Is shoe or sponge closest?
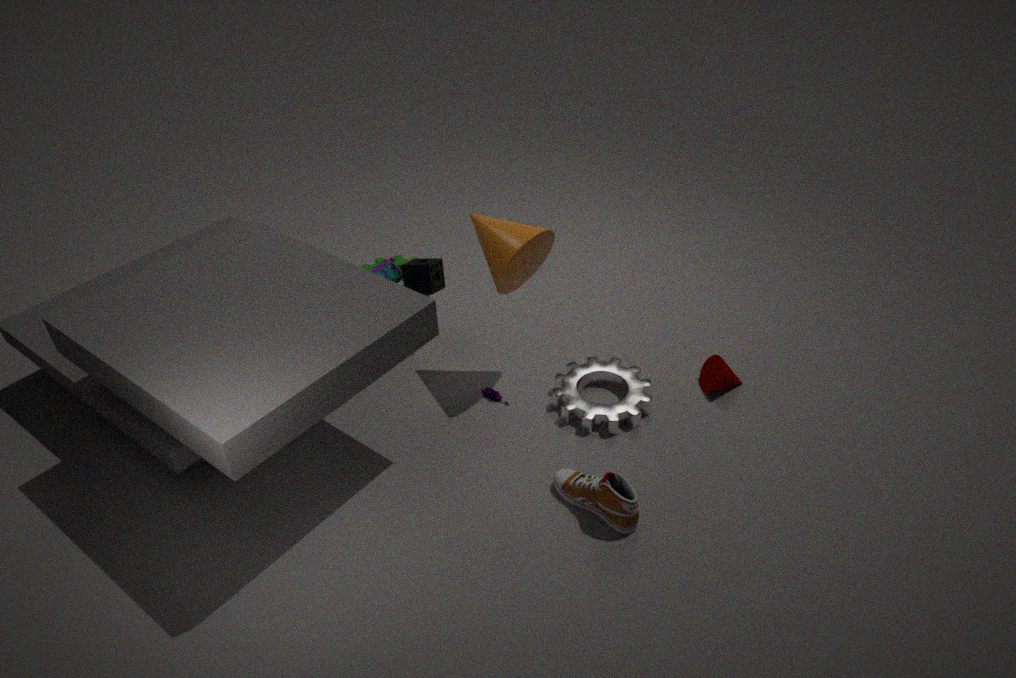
shoe
